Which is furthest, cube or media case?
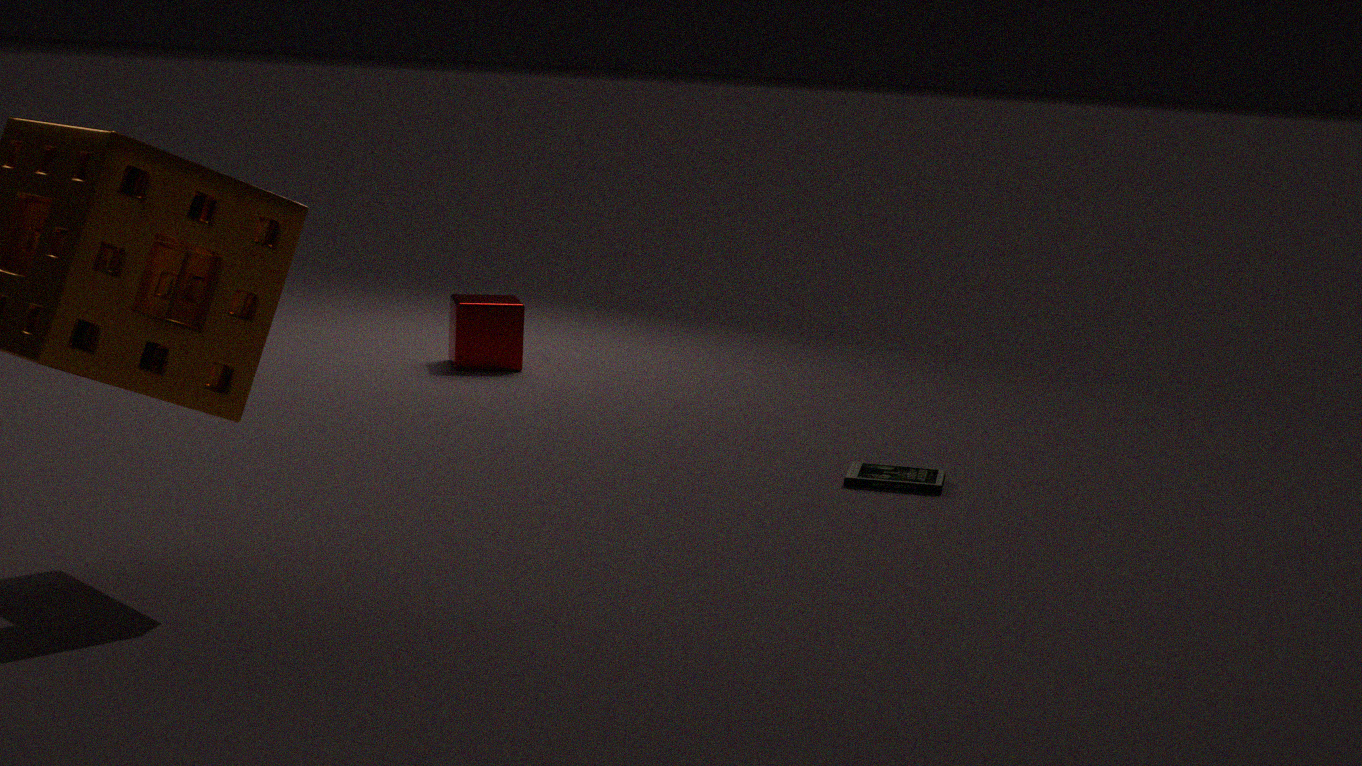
cube
